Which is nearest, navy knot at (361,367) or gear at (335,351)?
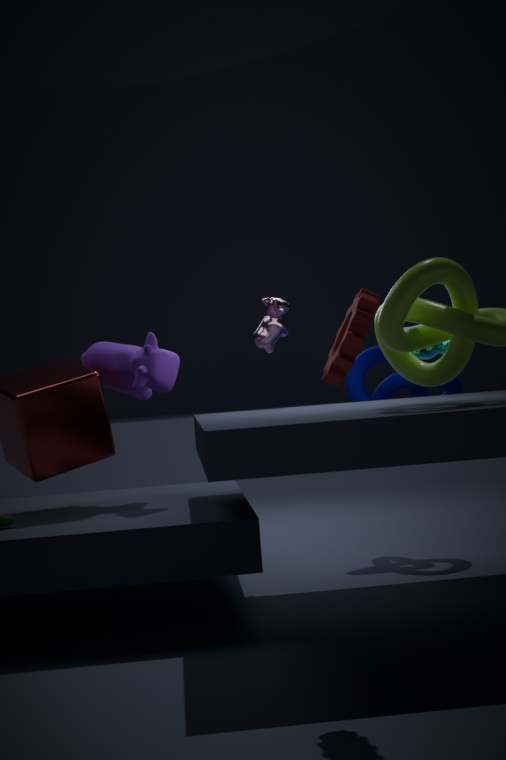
gear at (335,351)
